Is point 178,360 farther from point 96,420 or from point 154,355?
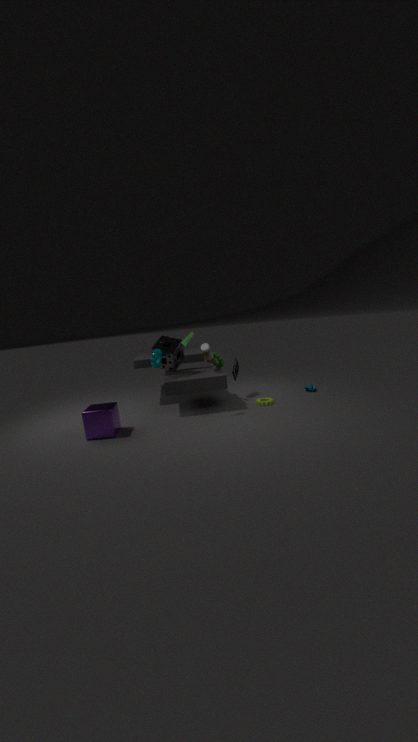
point 96,420
